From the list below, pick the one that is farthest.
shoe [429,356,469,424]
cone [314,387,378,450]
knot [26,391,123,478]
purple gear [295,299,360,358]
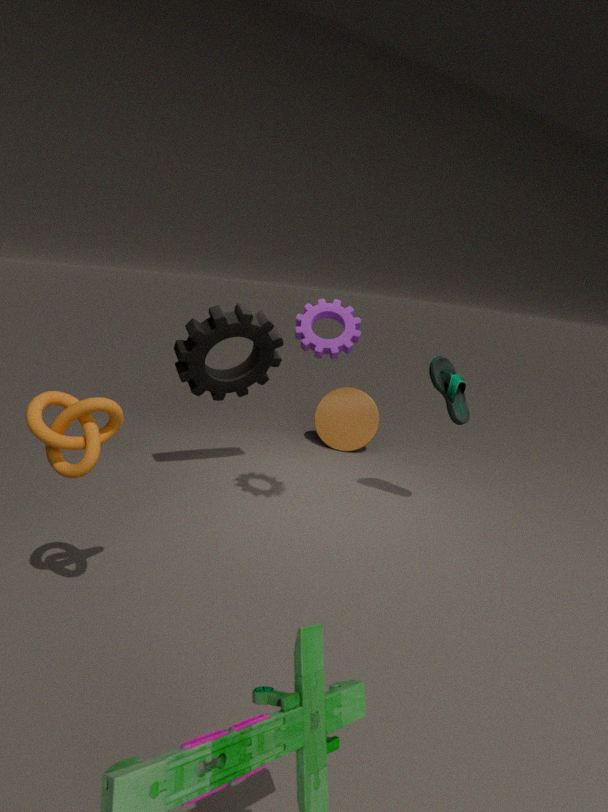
cone [314,387,378,450]
